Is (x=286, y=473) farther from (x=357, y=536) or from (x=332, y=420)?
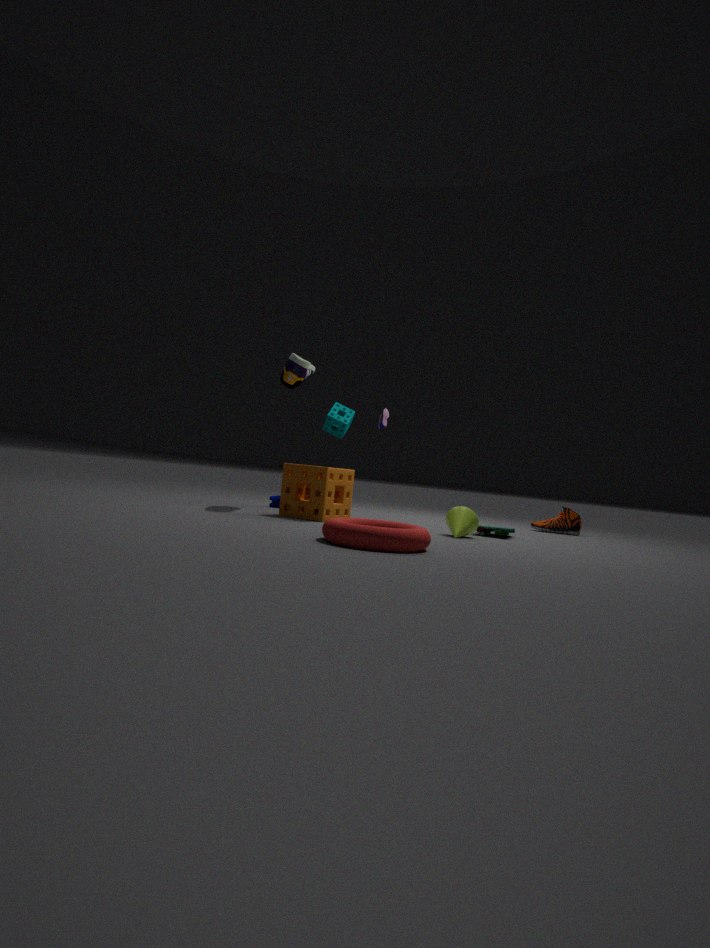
(x=357, y=536)
